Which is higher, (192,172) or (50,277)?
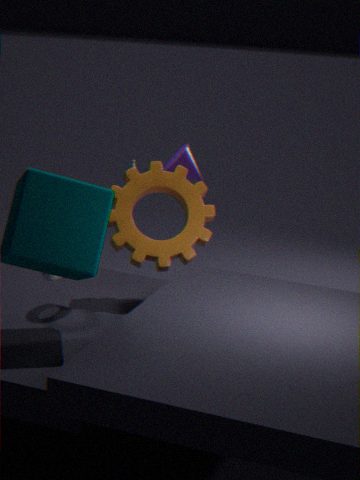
(192,172)
